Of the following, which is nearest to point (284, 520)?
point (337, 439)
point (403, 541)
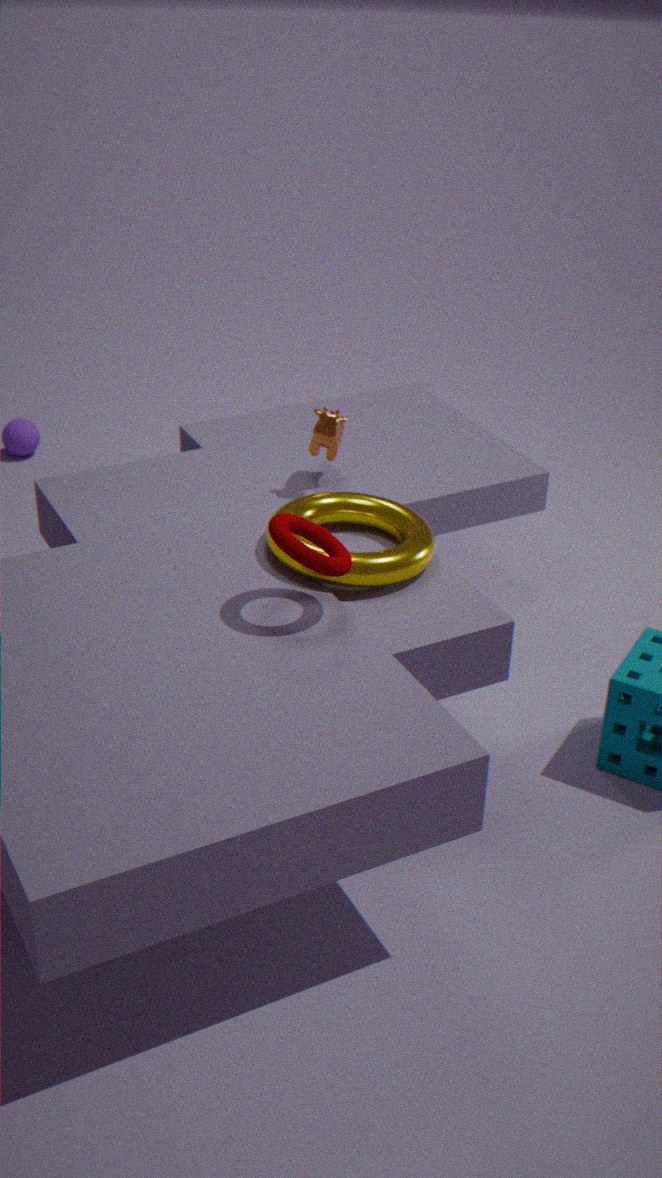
point (403, 541)
